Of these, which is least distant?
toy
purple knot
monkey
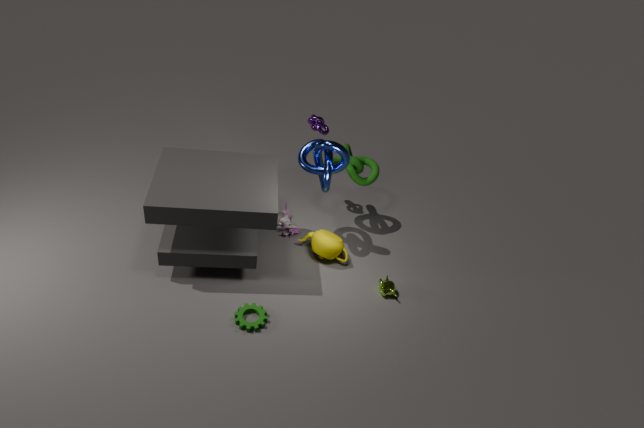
monkey
